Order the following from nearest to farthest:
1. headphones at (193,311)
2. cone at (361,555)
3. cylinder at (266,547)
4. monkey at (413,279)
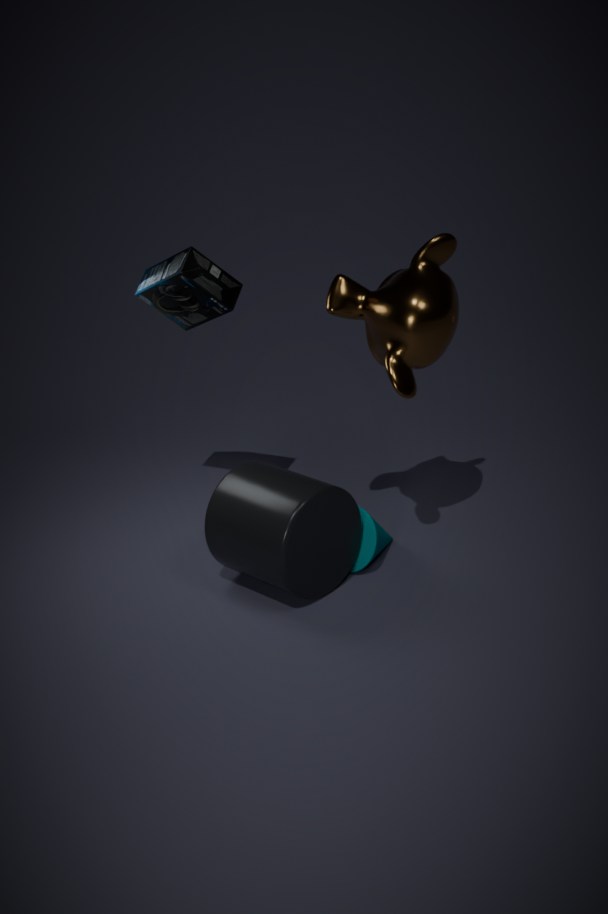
monkey at (413,279)
cylinder at (266,547)
cone at (361,555)
headphones at (193,311)
